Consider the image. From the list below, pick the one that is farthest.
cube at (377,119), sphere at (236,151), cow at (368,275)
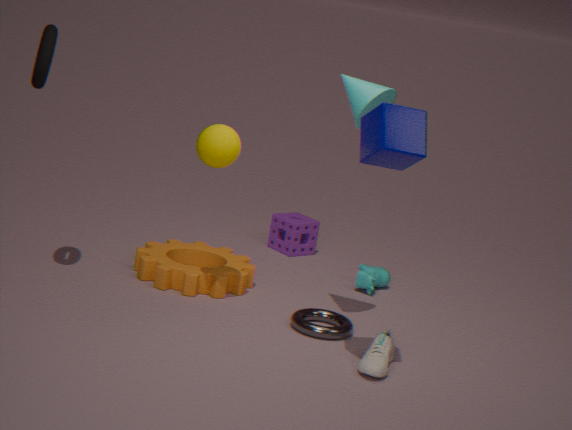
cow at (368,275)
